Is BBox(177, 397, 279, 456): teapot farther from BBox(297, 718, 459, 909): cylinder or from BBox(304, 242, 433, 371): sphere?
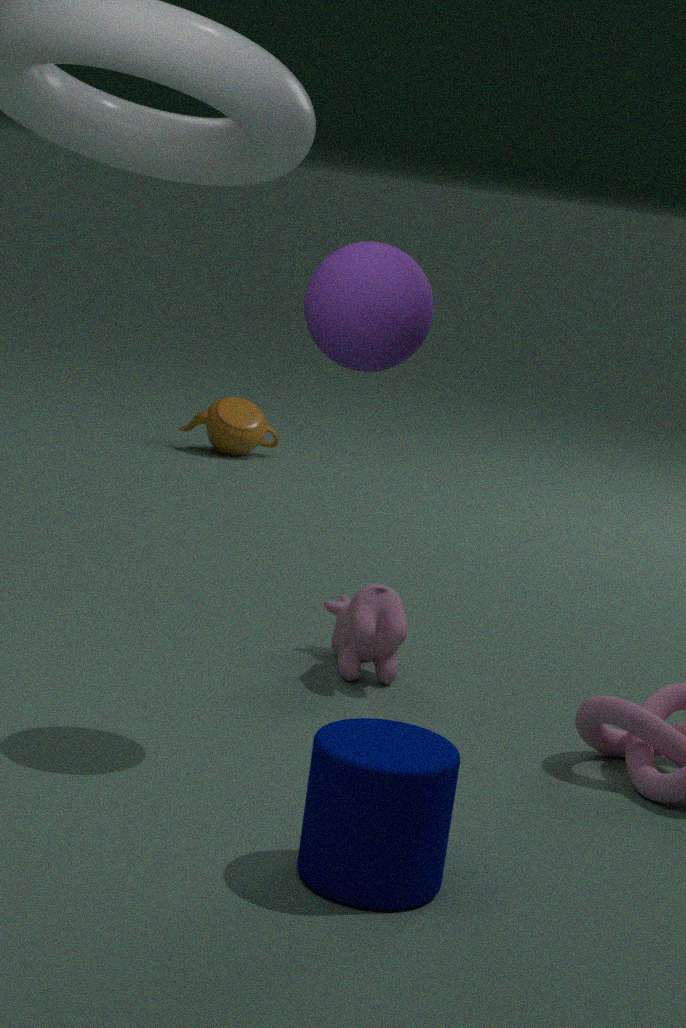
BBox(297, 718, 459, 909): cylinder
